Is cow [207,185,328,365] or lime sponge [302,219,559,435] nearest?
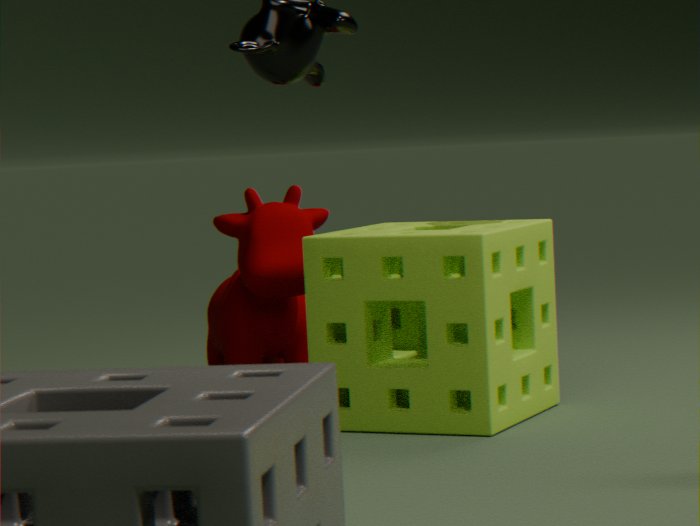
lime sponge [302,219,559,435]
